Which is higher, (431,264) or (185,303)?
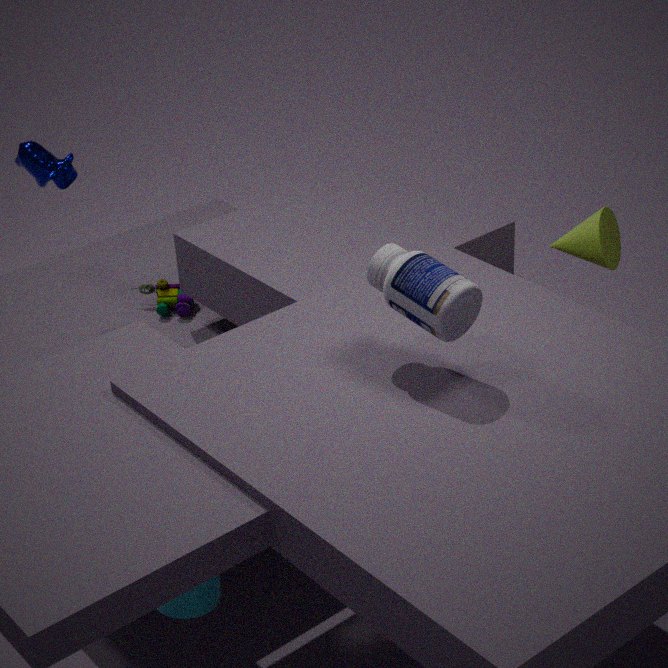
(431,264)
